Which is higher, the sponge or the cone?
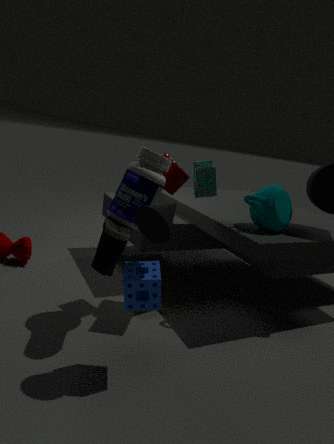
the cone
